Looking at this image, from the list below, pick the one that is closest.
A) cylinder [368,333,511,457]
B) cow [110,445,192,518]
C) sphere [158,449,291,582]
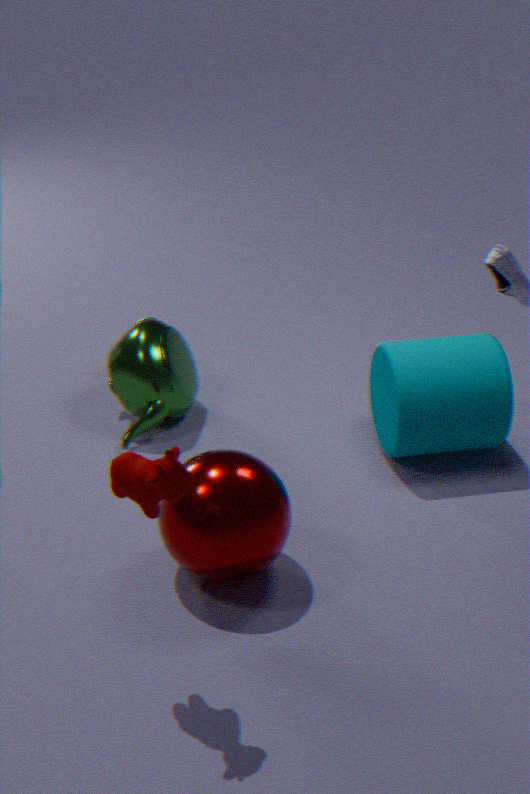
cow [110,445,192,518]
